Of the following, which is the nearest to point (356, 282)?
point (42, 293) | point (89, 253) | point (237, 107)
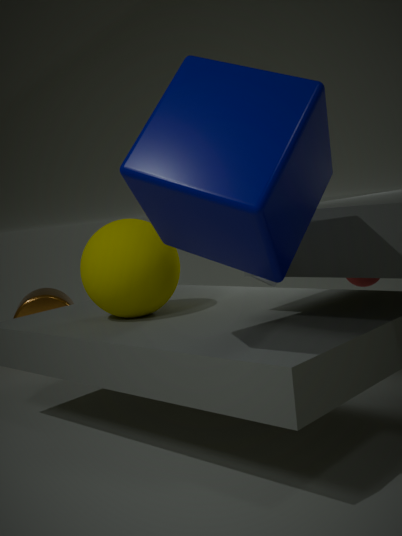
point (89, 253)
